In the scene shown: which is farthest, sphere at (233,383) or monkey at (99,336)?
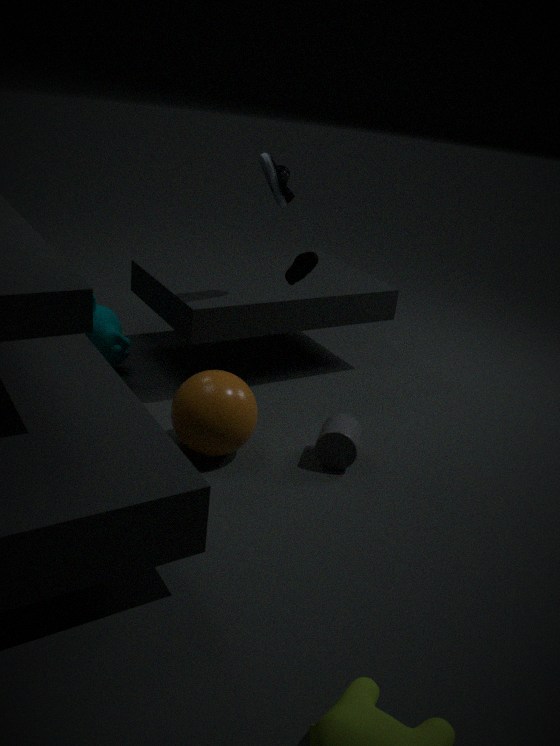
monkey at (99,336)
